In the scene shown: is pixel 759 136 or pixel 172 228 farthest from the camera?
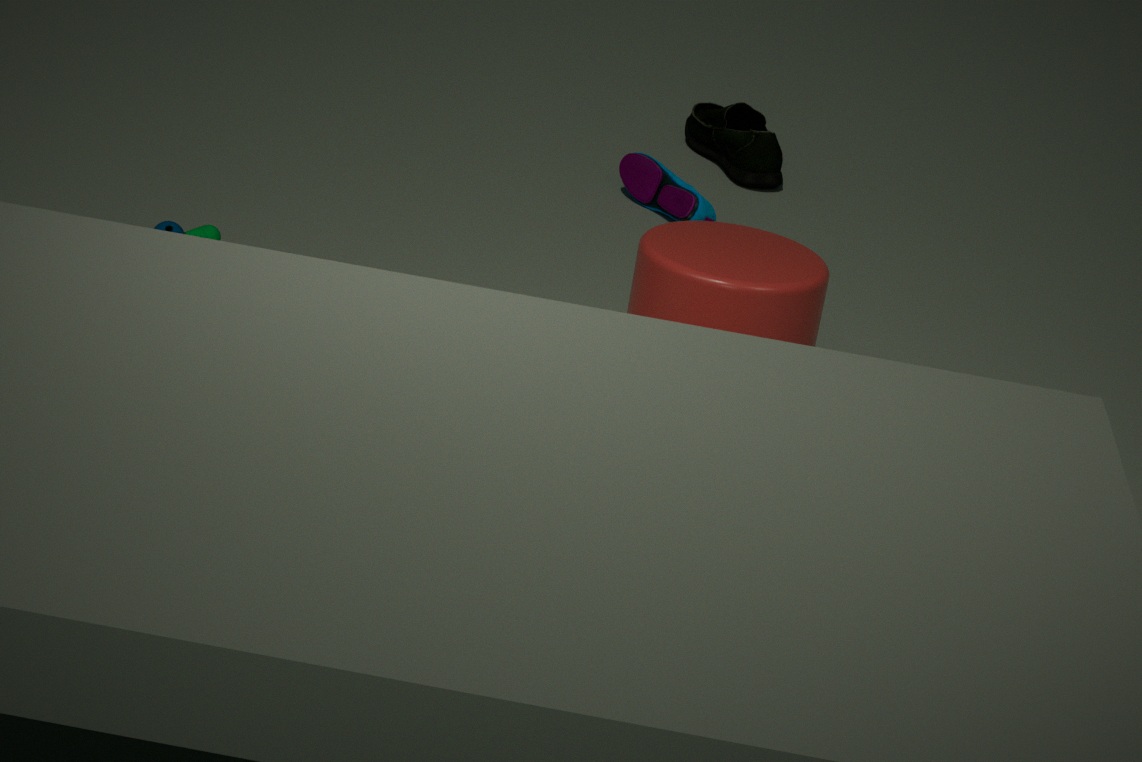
pixel 759 136
